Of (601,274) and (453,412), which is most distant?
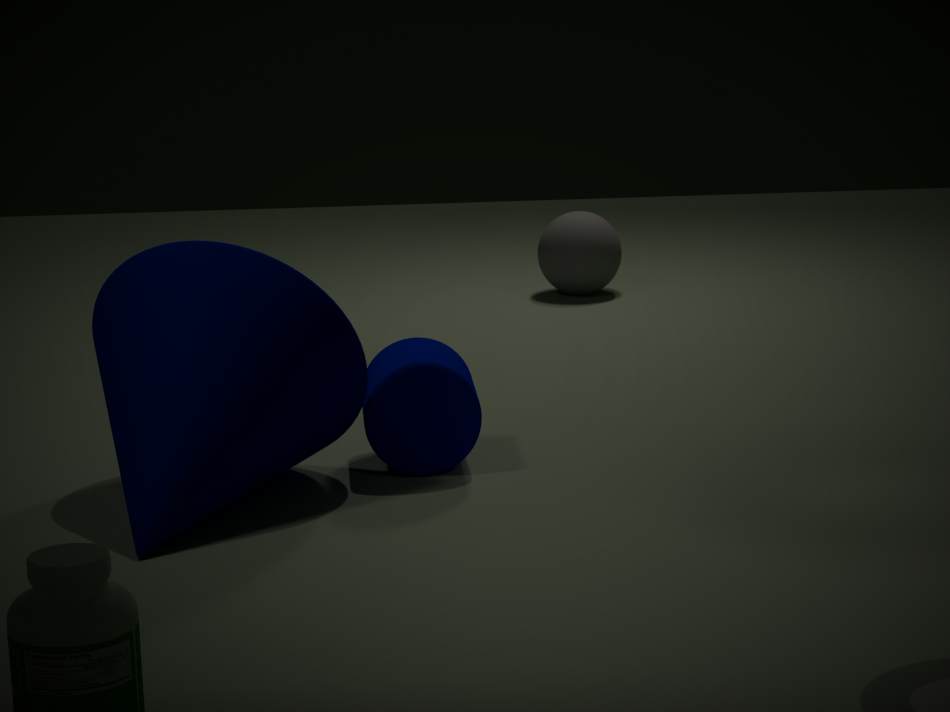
(601,274)
